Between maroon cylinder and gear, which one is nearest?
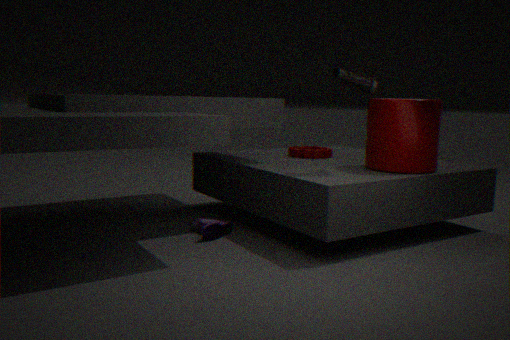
maroon cylinder
